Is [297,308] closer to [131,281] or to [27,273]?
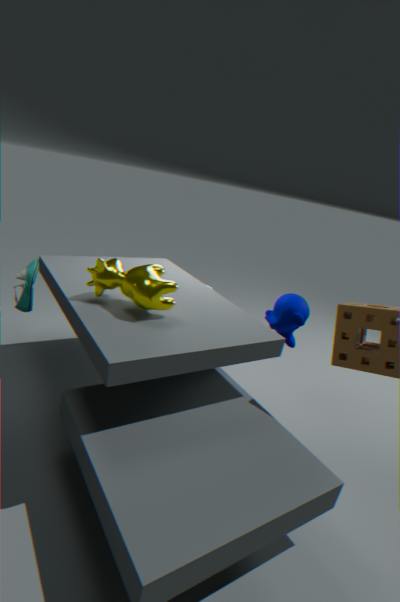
[131,281]
